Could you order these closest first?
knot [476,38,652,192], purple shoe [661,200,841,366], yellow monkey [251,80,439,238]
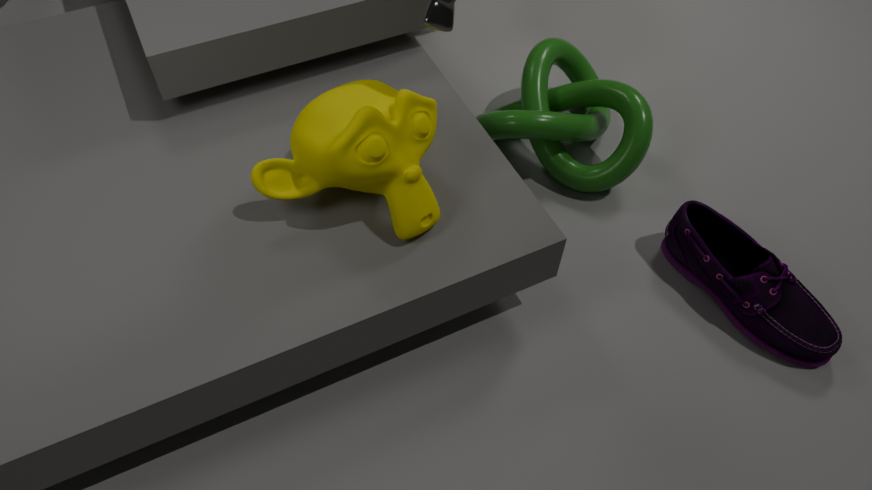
yellow monkey [251,80,439,238], purple shoe [661,200,841,366], knot [476,38,652,192]
